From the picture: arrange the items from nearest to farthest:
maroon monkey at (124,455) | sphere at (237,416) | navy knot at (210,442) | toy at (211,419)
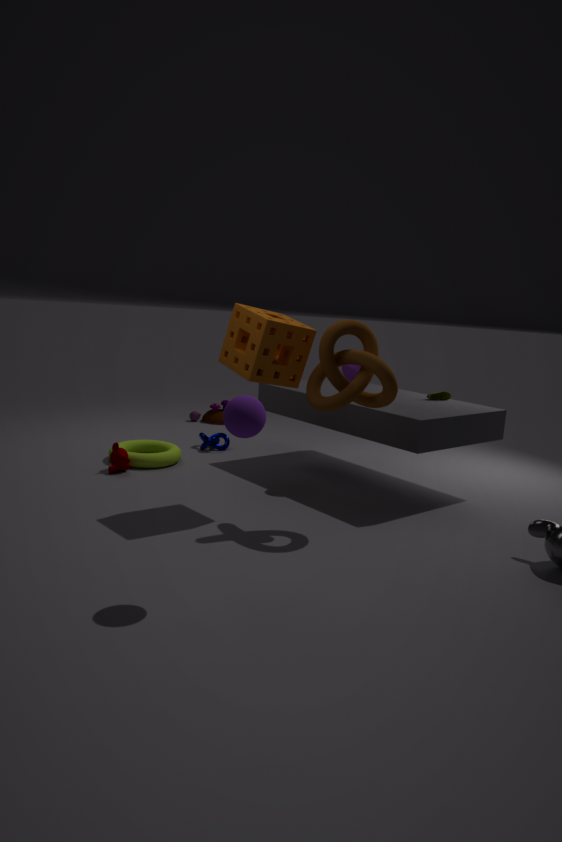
sphere at (237,416)
maroon monkey at (124,455)
navy knot at (210,442)
toy at (211,419)
